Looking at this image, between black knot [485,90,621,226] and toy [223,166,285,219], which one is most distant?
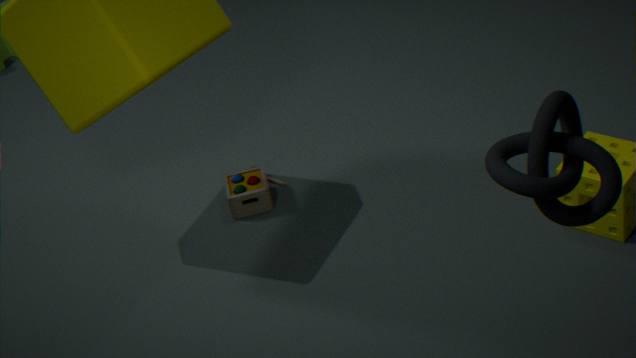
toy [223,166,285,219]
